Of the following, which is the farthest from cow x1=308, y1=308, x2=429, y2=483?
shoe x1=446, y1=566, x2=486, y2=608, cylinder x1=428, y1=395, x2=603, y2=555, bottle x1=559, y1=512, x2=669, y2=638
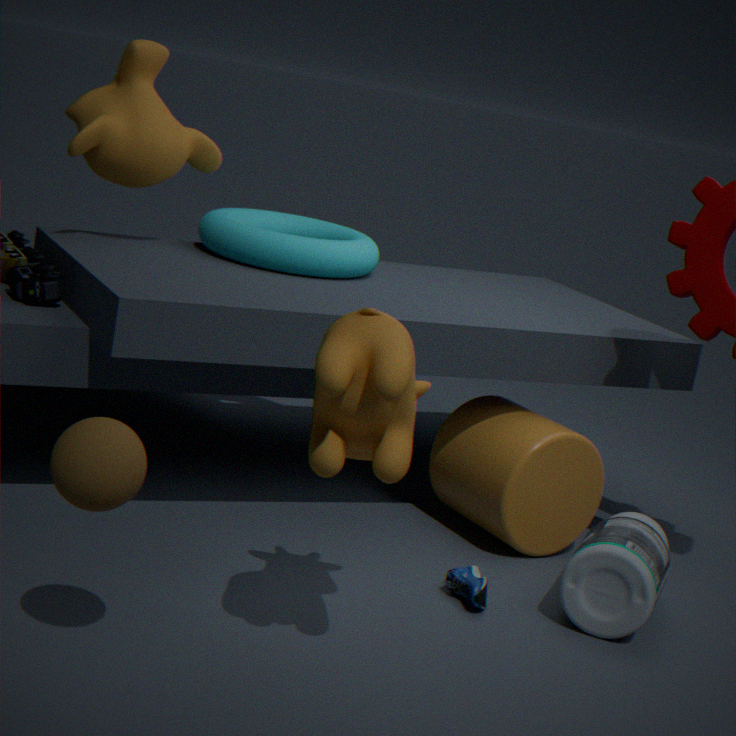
cylinder x1=428, y1=395, x2=603, y2=555
